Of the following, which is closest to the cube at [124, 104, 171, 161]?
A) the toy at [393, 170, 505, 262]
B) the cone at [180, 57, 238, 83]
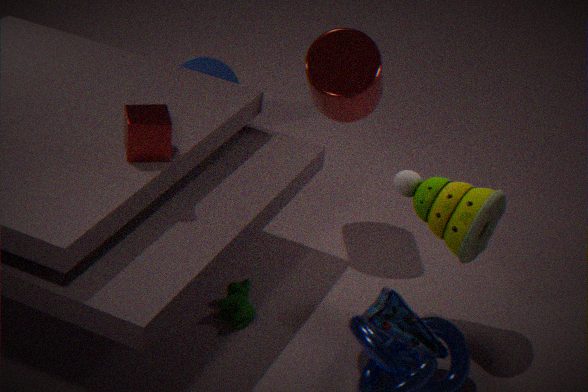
the toy at [393, 170, 505, 262]
